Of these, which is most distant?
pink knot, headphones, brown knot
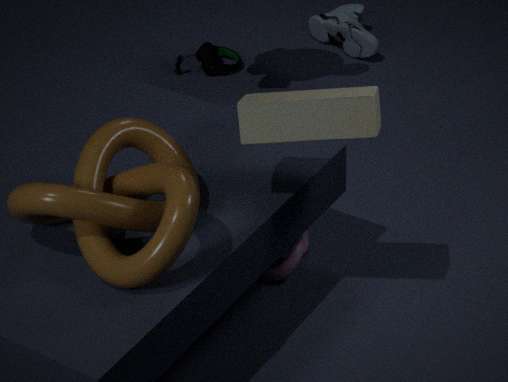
headphones
